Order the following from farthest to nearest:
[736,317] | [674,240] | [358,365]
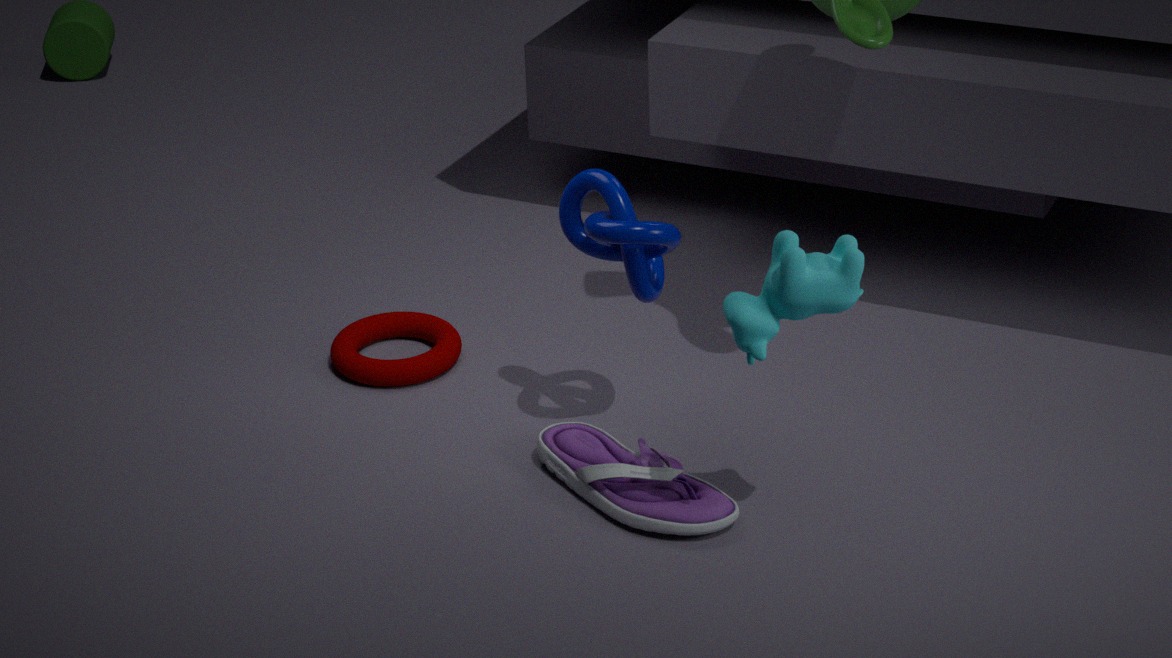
[358,365] < [674,240] < [736,317]
